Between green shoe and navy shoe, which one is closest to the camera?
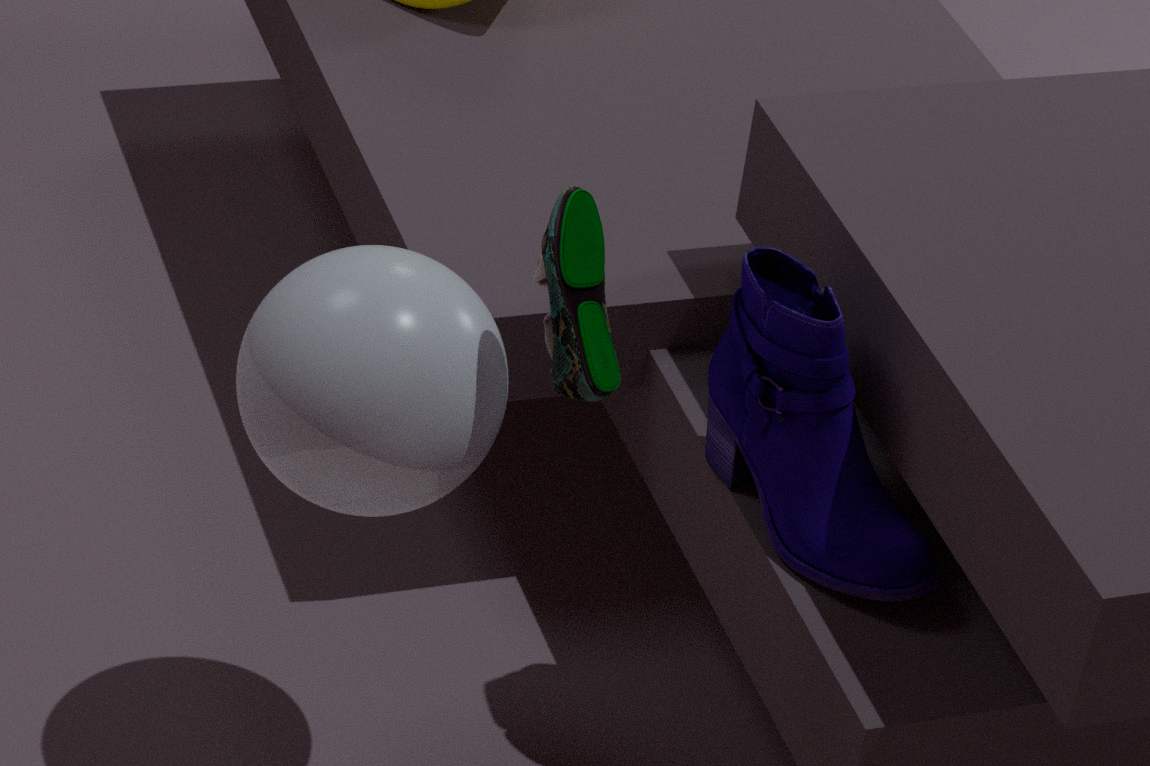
green shoe
